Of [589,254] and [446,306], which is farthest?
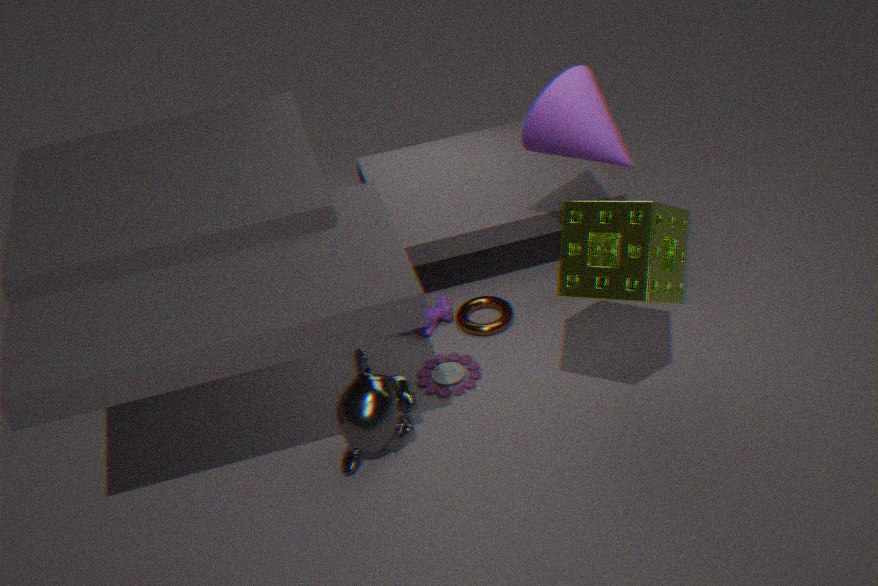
[446,306]
